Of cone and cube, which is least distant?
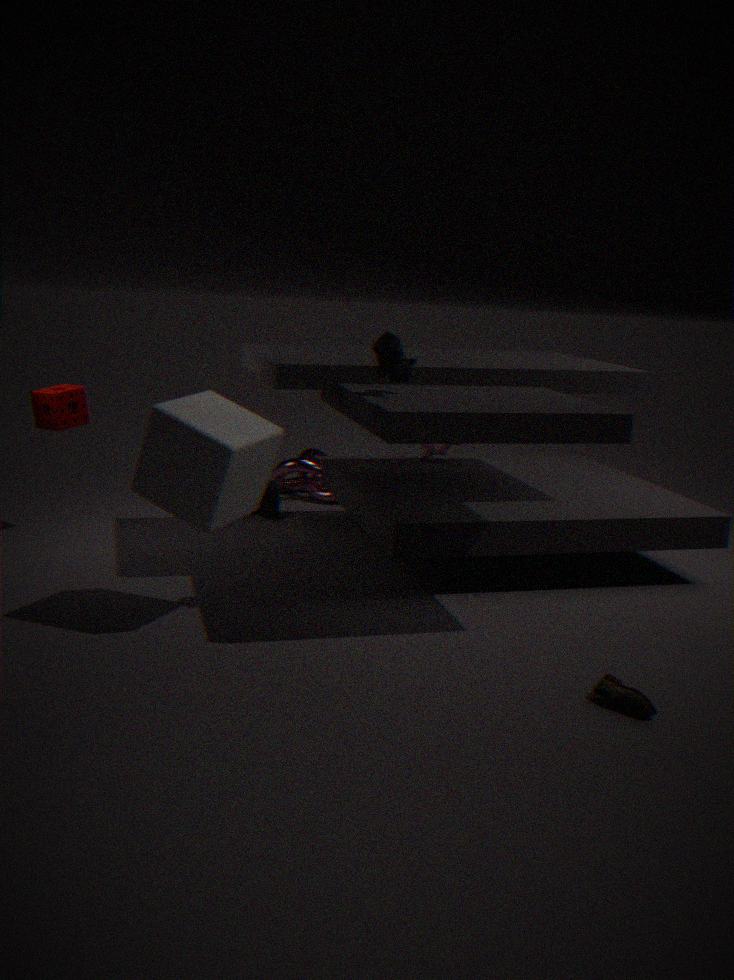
cube
